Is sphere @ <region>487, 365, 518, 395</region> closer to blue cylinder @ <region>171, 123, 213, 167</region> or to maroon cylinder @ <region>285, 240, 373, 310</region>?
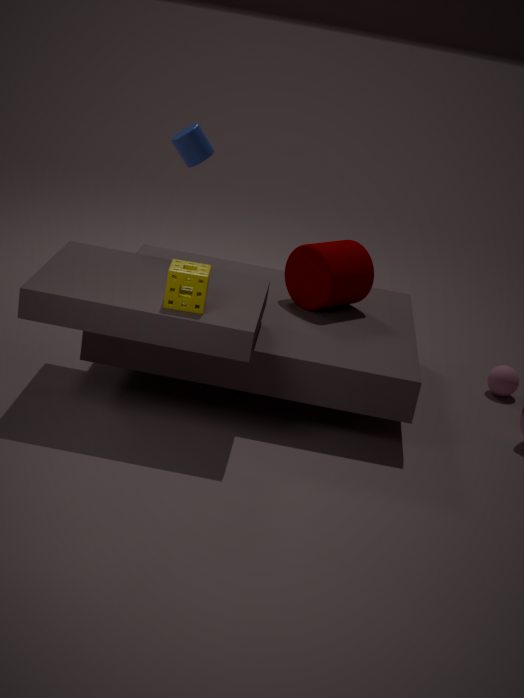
maroon cylinder @ <region>285, 240, 373, 310</region>
